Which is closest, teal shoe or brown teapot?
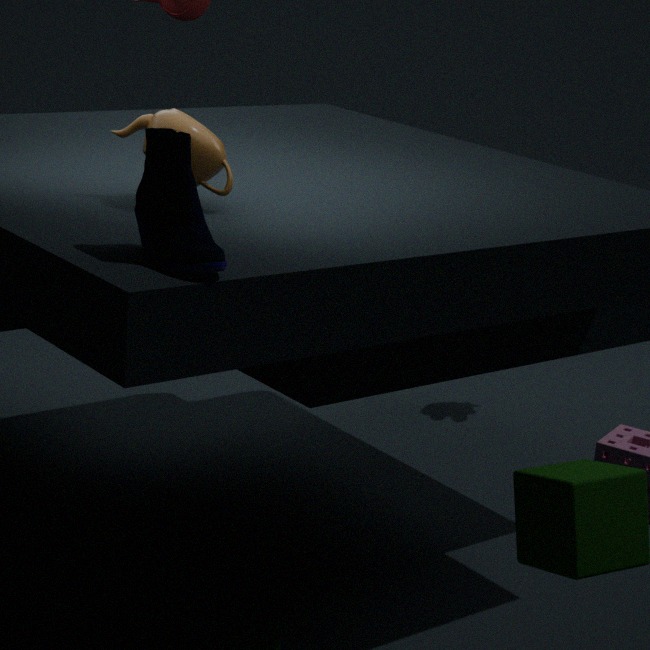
teal shoe
